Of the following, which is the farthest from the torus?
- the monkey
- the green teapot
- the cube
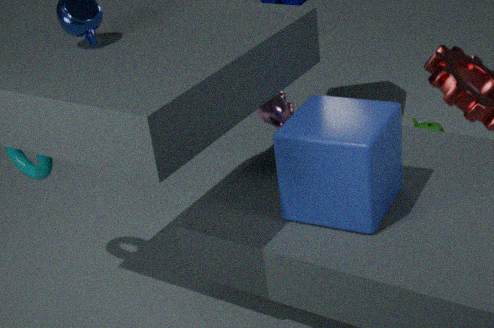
the green teapot
